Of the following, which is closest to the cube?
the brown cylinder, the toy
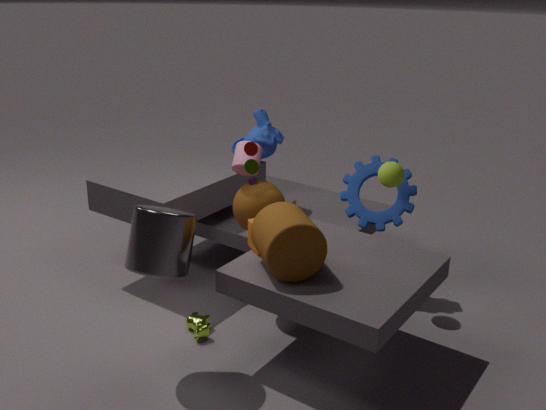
the brown cylinder
